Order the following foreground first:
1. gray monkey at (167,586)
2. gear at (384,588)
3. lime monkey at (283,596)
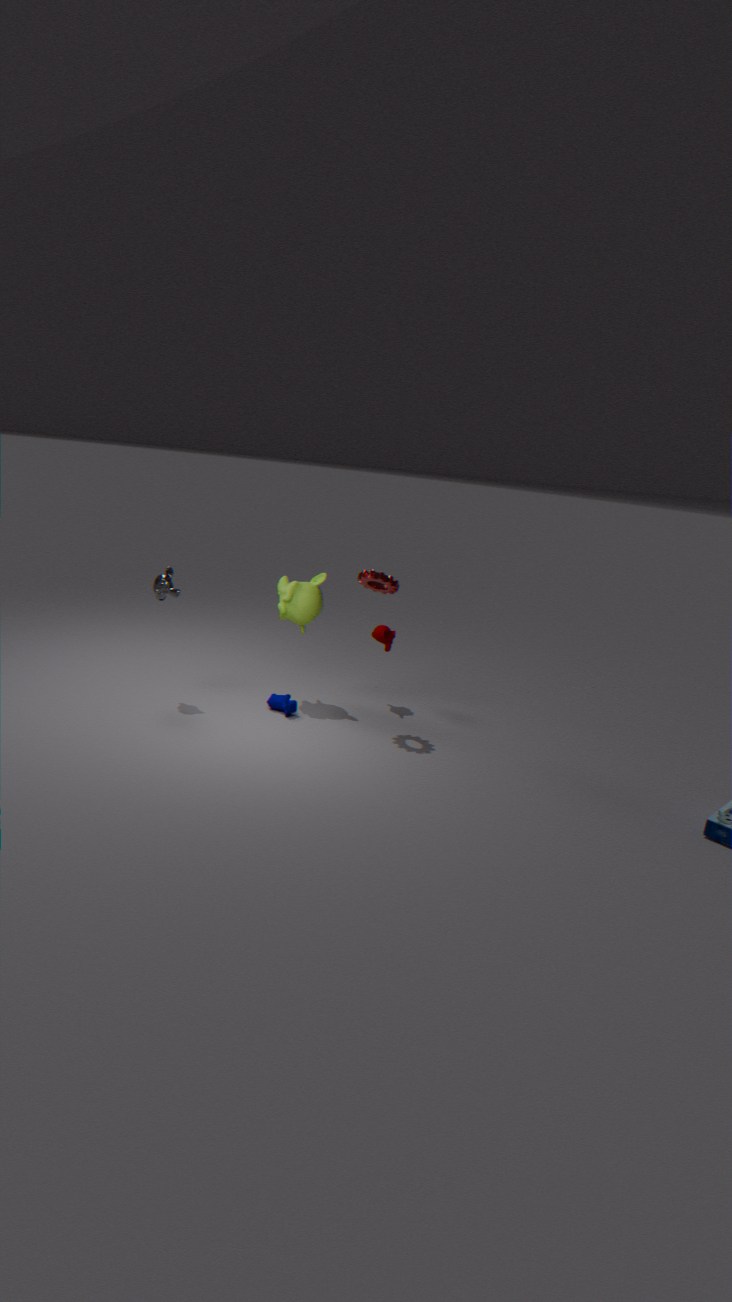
gear at (384,588) < gray monkey at (167,586) < lime monkey at (283,596)
